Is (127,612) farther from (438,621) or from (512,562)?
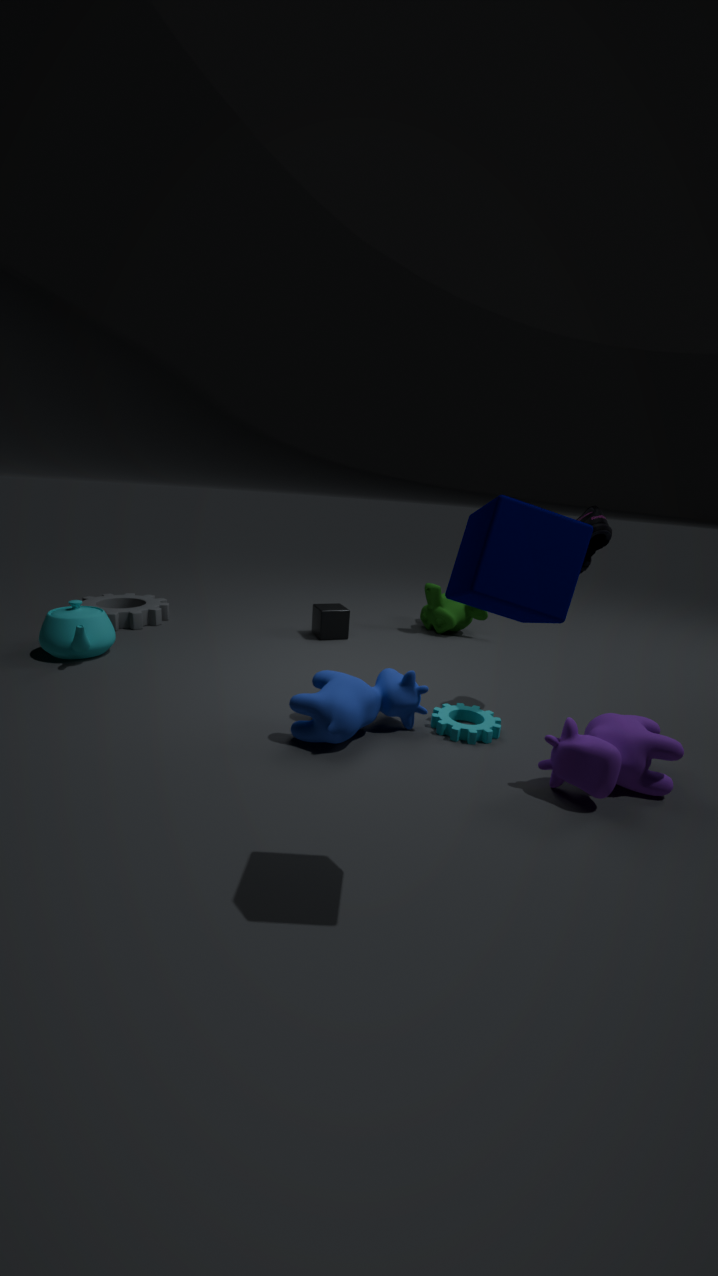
(512,562)
